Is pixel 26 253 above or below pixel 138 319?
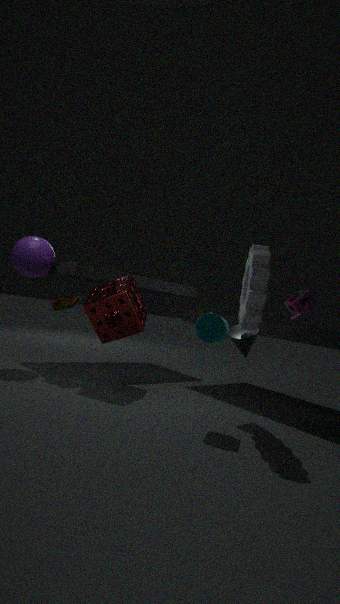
above
